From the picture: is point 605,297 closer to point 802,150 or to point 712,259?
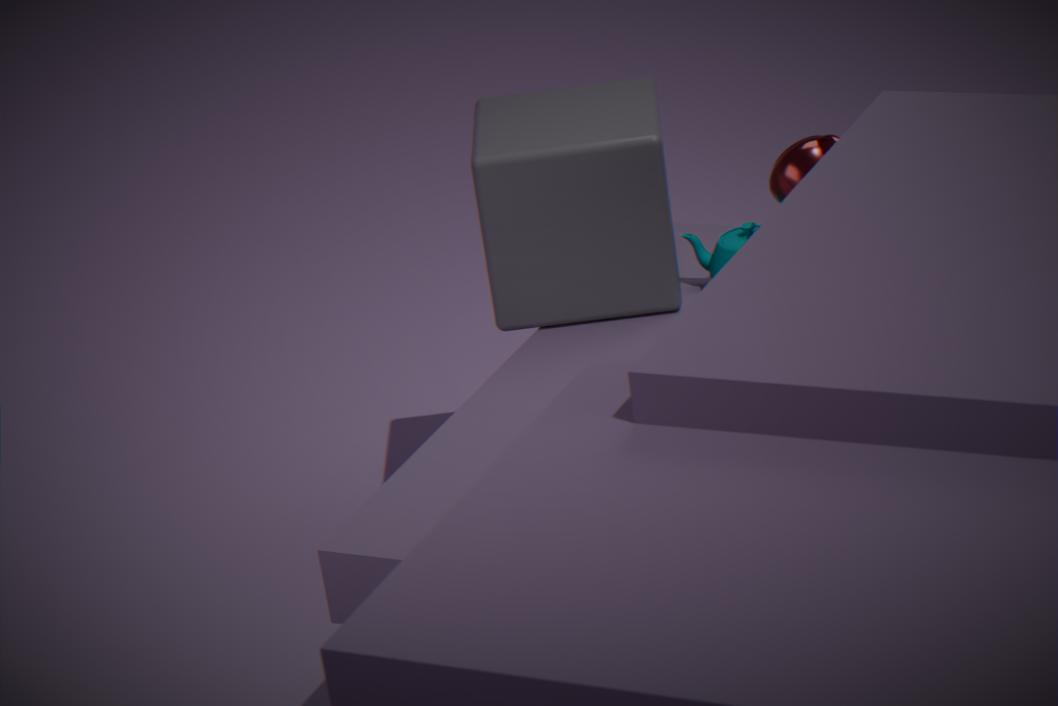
point 712,259
